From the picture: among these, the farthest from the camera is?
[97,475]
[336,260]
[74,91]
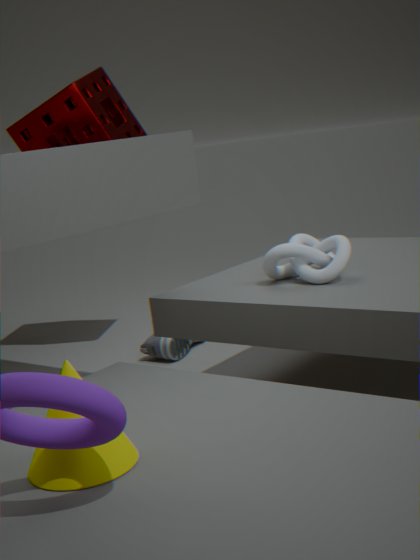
[74,91]
